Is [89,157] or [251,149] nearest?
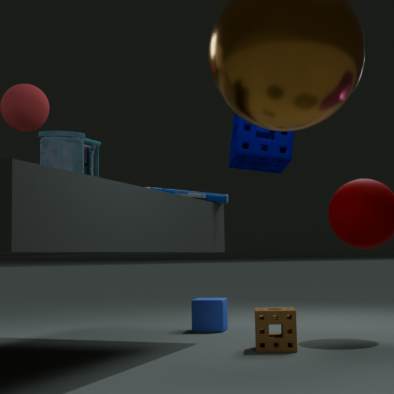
[251,149]
